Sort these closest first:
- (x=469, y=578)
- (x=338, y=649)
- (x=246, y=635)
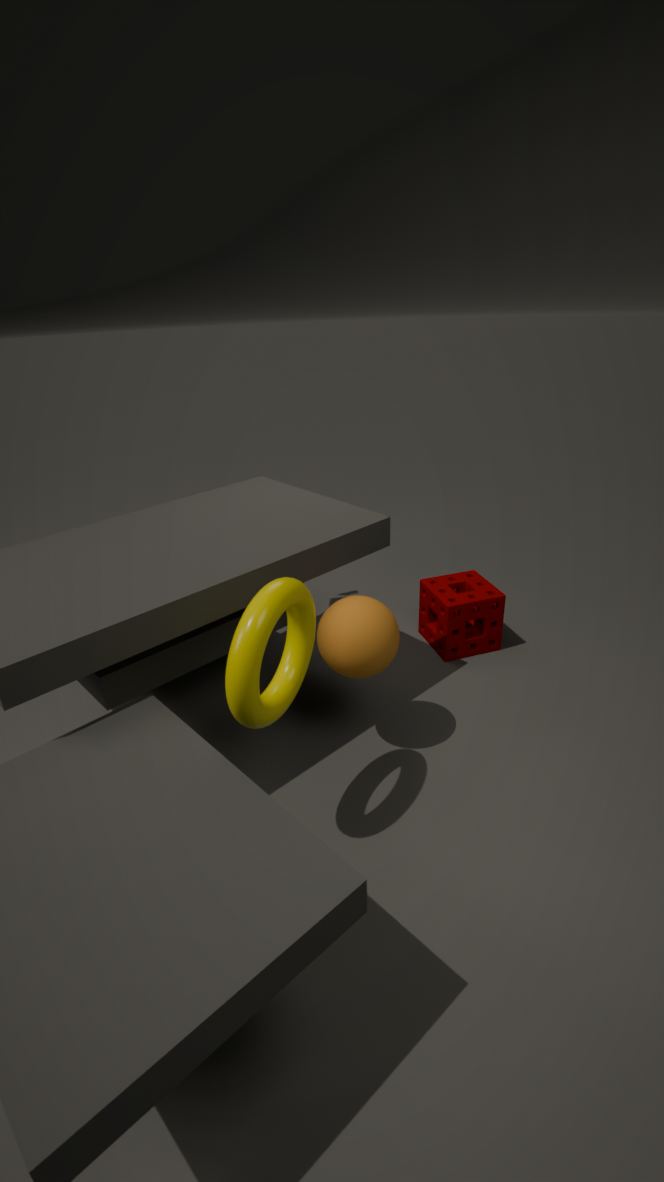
(x=246, y=635), (x=338, y=649), (x=469, y=578)
